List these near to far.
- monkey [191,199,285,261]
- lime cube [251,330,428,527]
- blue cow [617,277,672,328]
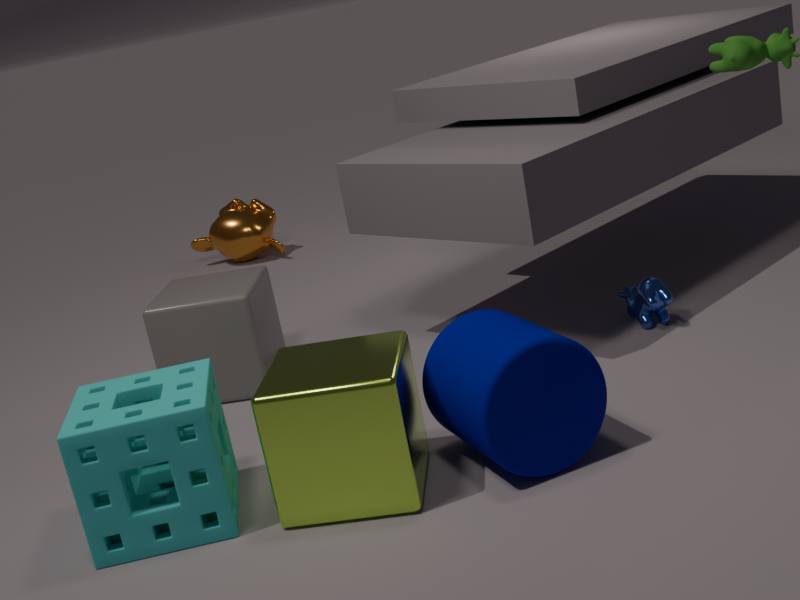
lime cube [251,330,428,527] < blue cow [617,277,672,328] < monkey [191,199,285,261]
